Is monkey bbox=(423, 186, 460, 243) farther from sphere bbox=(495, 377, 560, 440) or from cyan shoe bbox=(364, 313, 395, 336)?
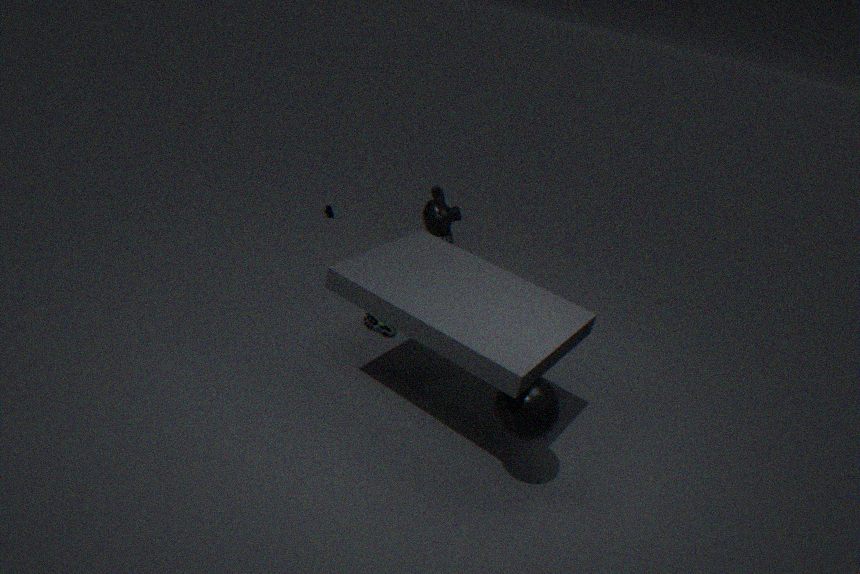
sphere bbox=(495, 377, 560, 440)
